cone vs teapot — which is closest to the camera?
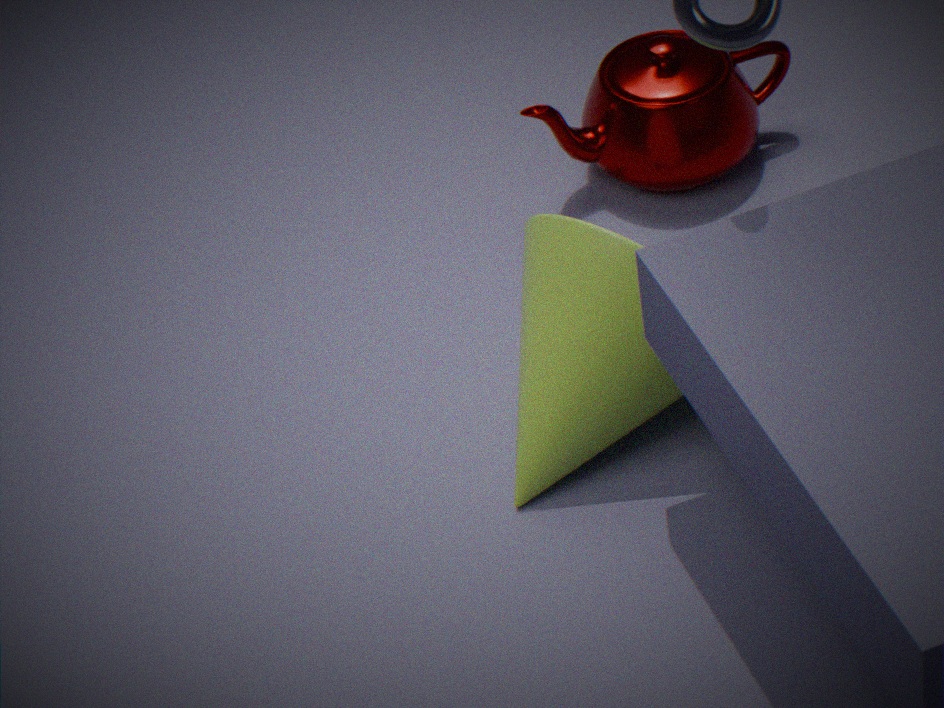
cone
